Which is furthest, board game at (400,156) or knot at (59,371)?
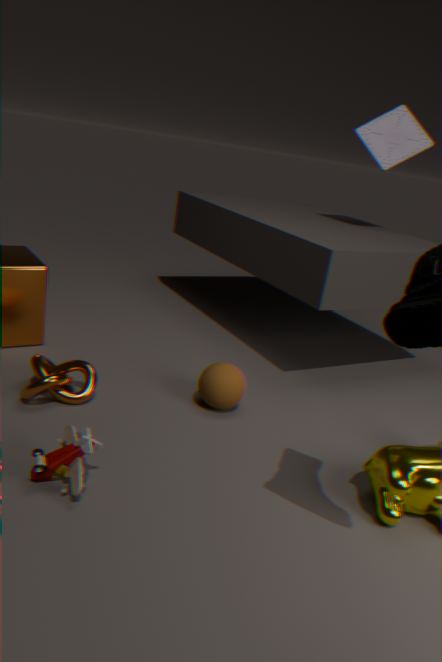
board game at (400,156)
